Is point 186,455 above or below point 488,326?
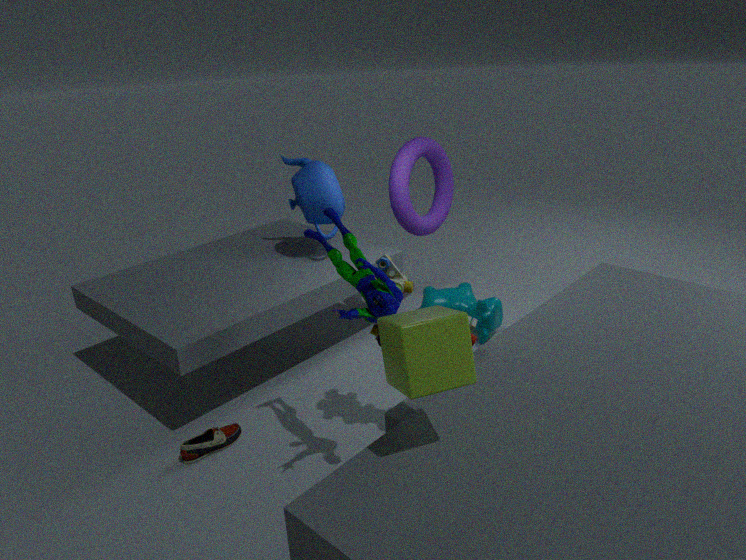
below
